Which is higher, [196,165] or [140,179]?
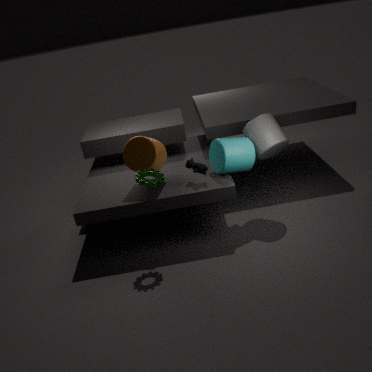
[140,179]
